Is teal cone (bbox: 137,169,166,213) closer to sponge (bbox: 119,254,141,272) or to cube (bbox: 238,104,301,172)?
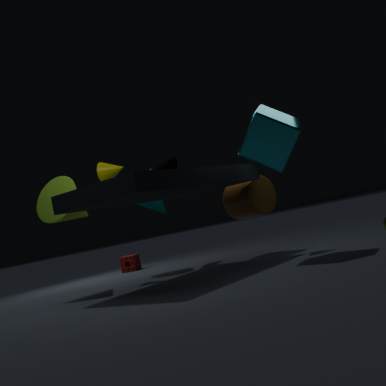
sponge (bbox: 119,254,141,272)
